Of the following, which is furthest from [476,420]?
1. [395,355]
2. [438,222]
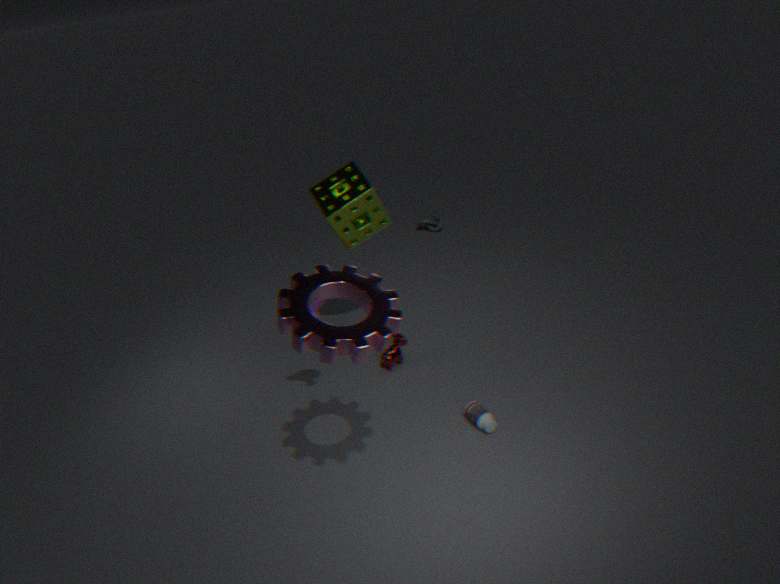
[438,222]
